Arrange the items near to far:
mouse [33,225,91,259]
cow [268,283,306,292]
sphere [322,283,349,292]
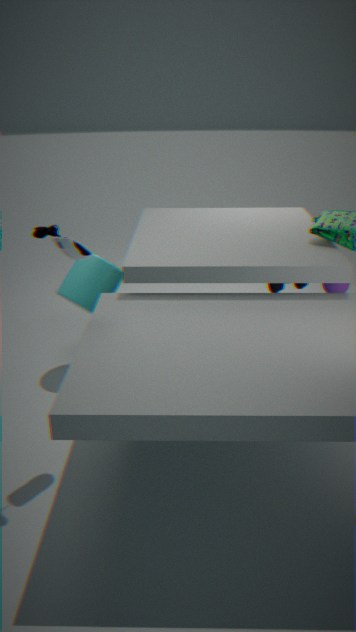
mouse [33,225,91,259] < sphere [322,283,349,292] < cow [268,283,306,292]
